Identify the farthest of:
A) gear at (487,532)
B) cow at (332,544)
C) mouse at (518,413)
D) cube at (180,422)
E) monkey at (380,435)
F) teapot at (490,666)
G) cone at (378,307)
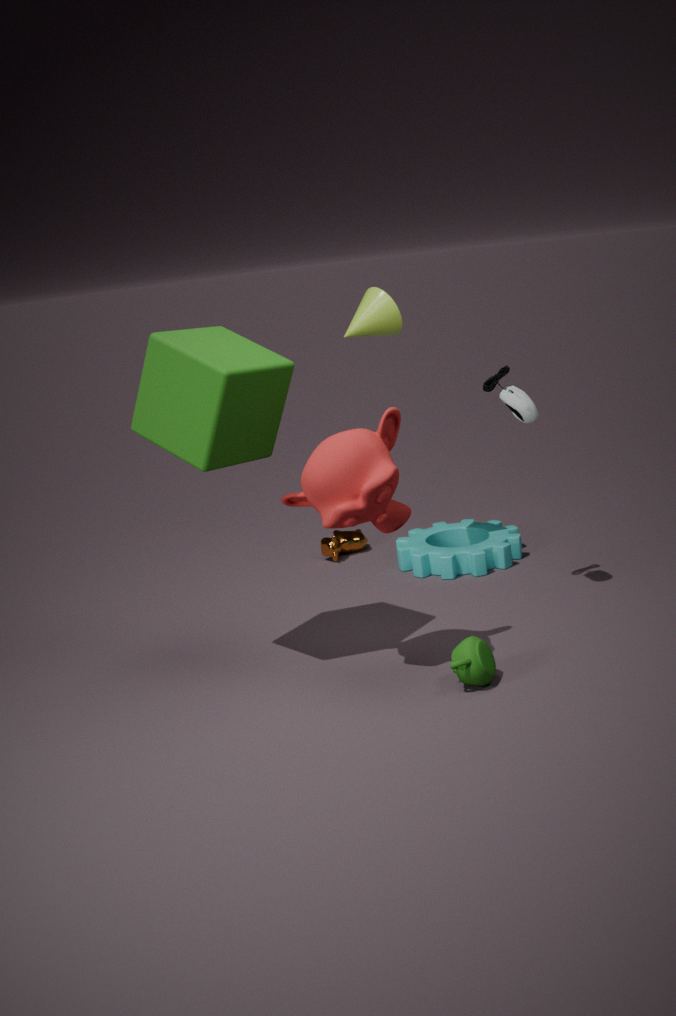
cow at (332,544)
